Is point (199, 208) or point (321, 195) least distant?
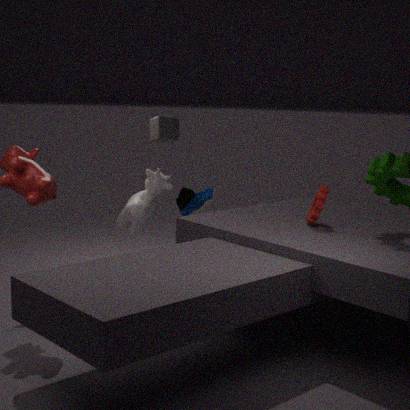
point (321, 195)
